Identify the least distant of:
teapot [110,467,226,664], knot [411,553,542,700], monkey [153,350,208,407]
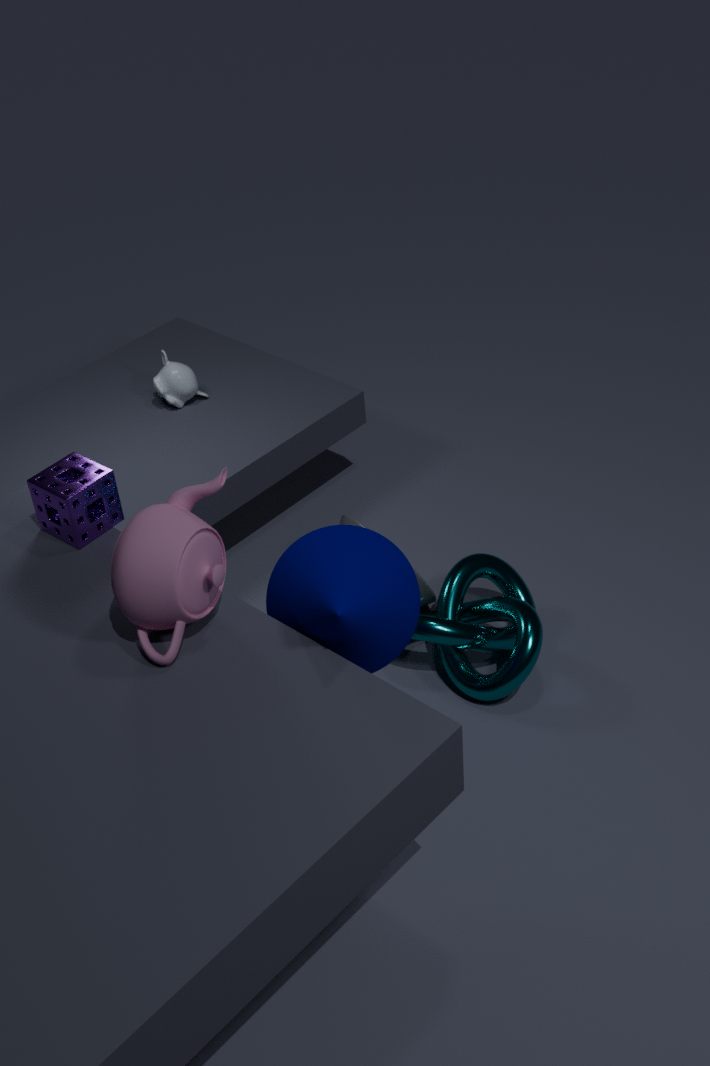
teapot [110,467,226,664]
